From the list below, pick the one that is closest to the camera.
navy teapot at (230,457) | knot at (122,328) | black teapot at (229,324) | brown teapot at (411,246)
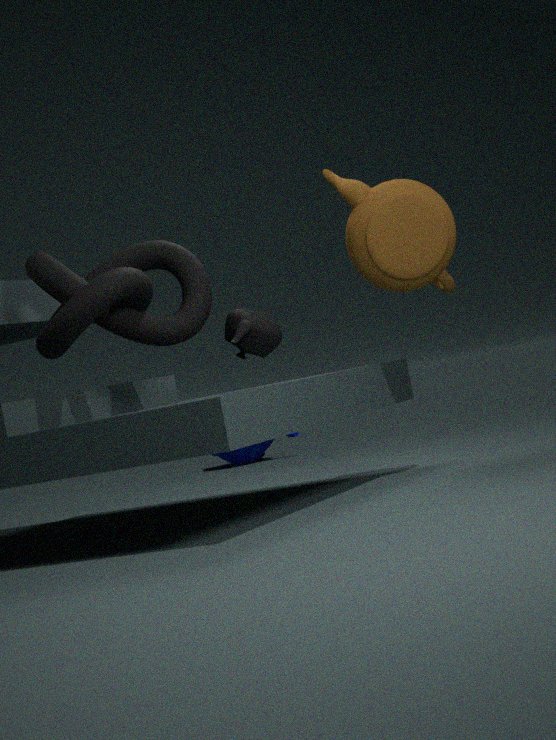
knot at (122,328)
